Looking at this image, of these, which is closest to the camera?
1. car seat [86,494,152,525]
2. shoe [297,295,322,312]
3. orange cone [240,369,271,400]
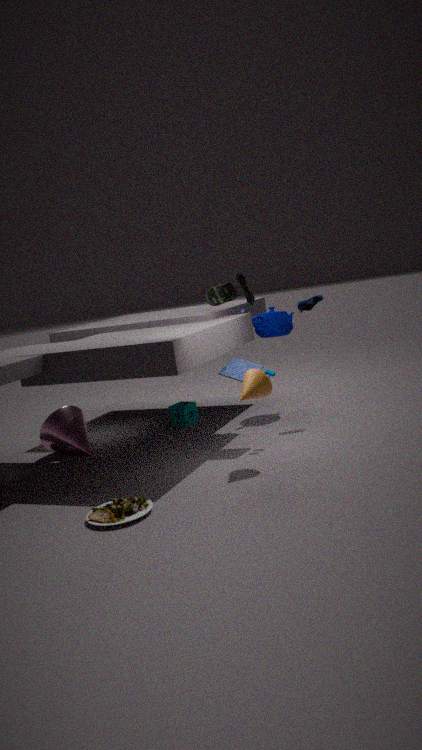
car seat [86,494,152,525]
